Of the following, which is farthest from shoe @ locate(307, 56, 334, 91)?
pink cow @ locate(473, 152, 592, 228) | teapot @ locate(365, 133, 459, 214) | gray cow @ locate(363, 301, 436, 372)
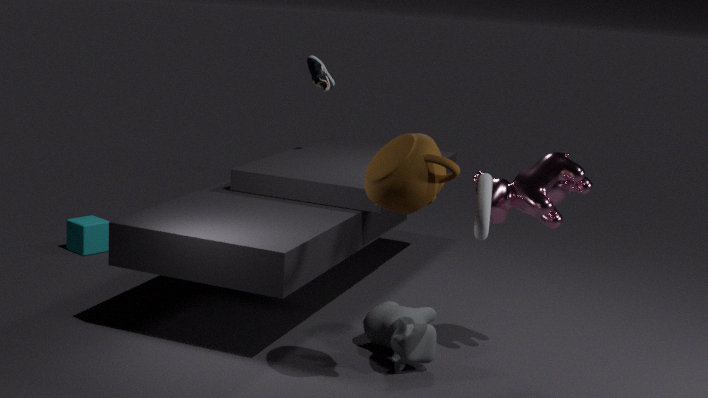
teapot @ locate(365, 133, 459, 214)
